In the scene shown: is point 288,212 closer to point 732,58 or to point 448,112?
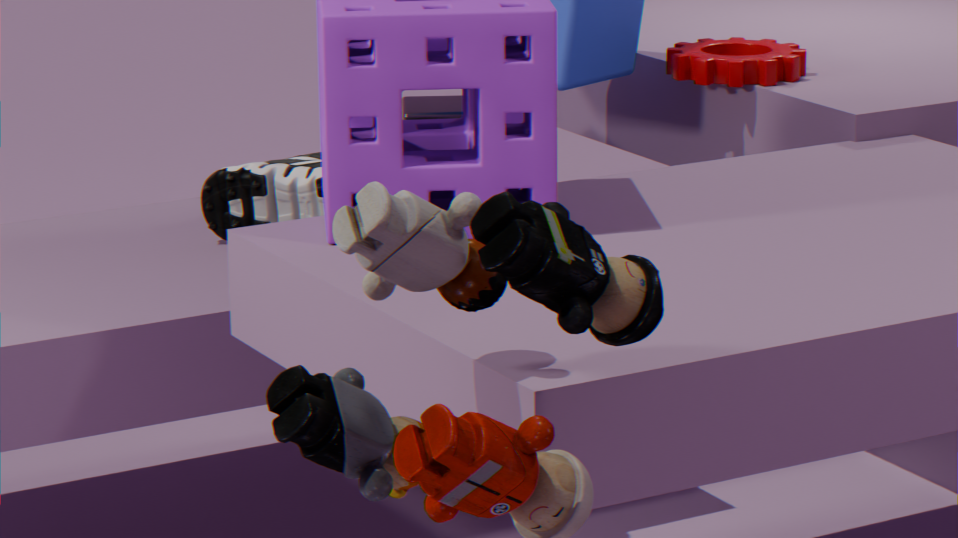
point 448,112
